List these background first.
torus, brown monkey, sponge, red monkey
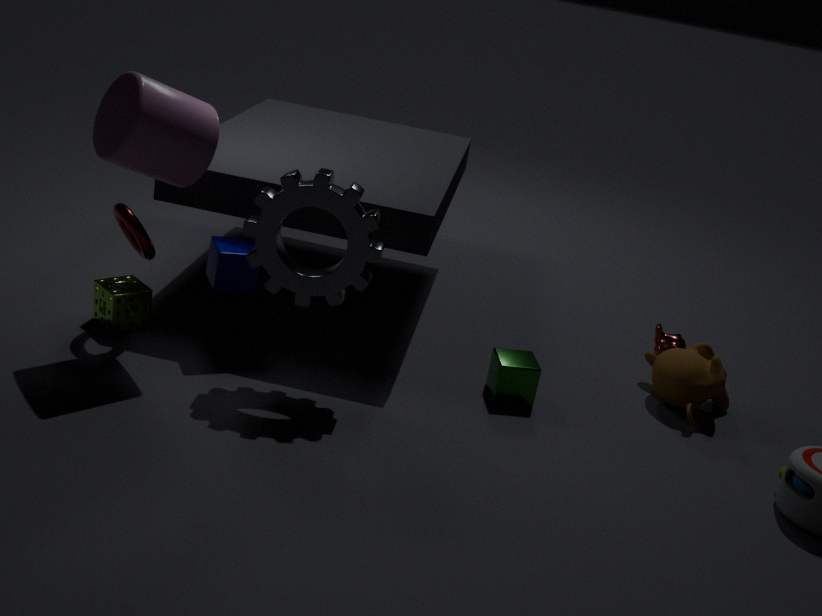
1. red monkey
2. brown monkey
3. sponge
4. torus
